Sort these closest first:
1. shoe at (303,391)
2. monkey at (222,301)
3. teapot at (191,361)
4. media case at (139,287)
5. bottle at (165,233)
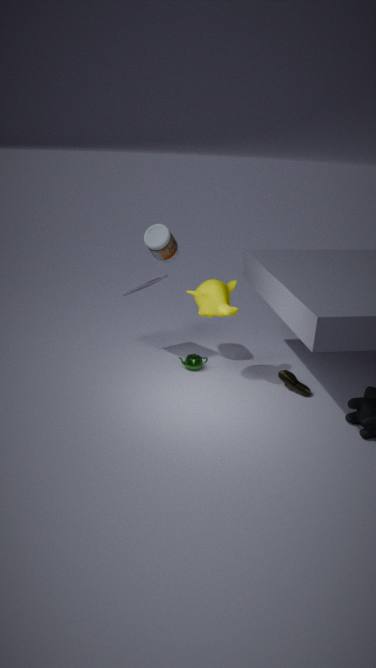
monkey at (222,301) → shoe at (303,391) → bottle at (165,233) → media case at (139,287) → teapot at (191,361)
